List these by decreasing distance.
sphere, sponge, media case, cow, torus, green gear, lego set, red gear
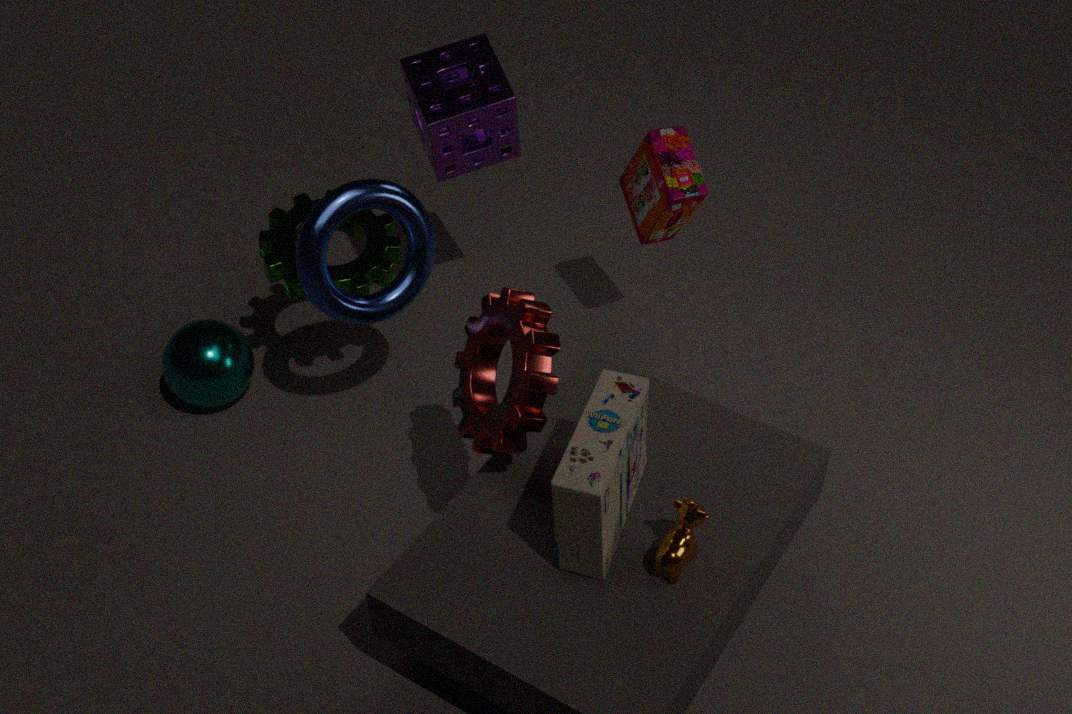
sphere, sponge, green gear, lego set, torus, red gear, cow, media case
